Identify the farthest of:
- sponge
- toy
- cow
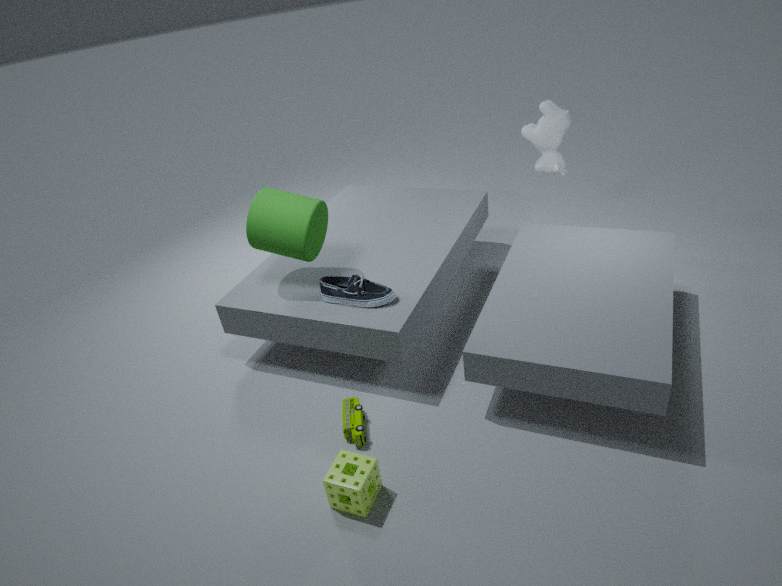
cow
